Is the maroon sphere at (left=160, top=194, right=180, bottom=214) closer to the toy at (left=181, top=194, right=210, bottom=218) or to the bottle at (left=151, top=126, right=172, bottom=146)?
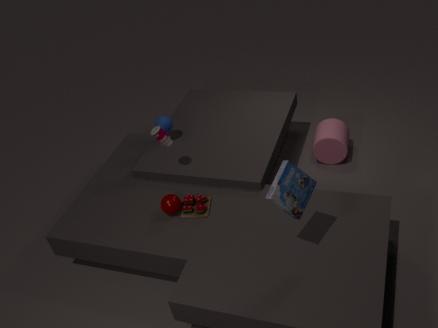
the toy at (left=181, top=194, right=210, bottom=218)
